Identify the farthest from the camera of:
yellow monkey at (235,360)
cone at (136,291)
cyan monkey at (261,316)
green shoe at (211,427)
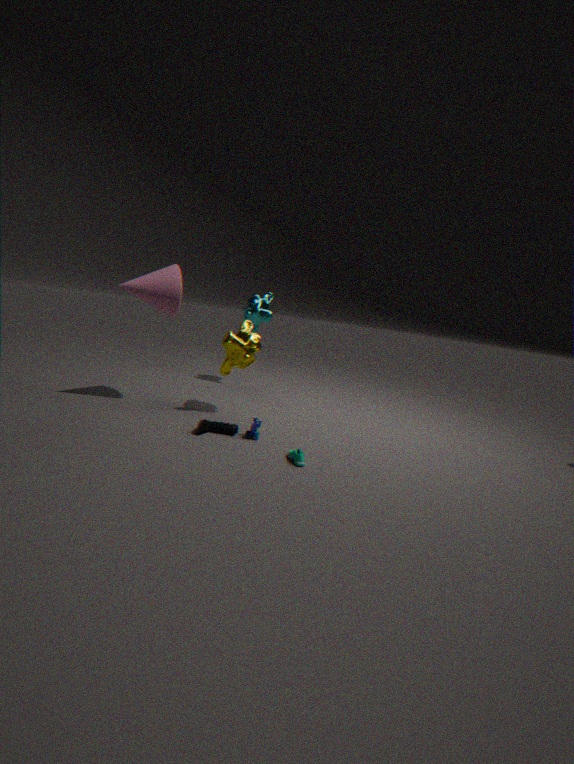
cyan monkey at (261,316)
